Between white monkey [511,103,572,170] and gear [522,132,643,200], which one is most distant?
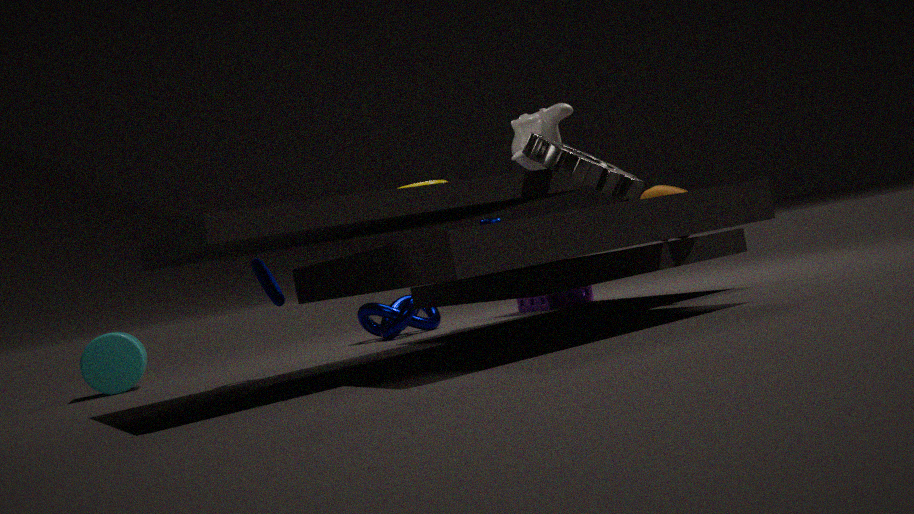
white monkey [511,103,572,170]
